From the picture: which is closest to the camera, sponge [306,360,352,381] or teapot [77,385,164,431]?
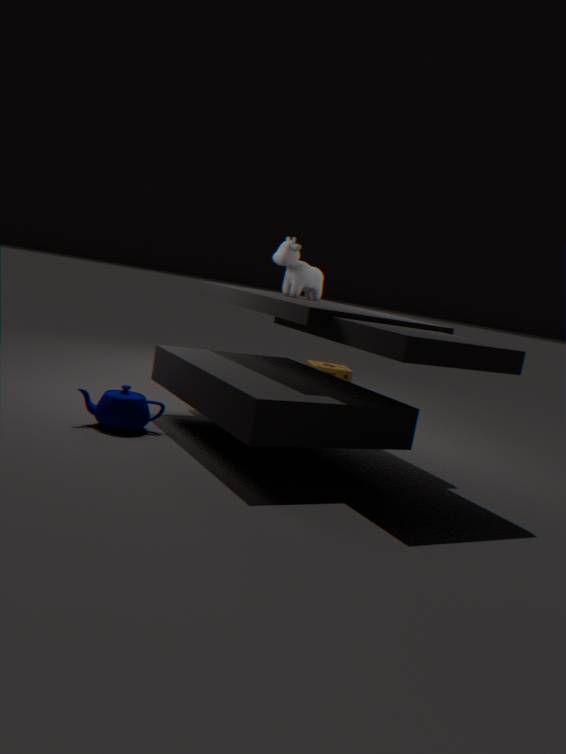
teapot [77,385,164,431]
